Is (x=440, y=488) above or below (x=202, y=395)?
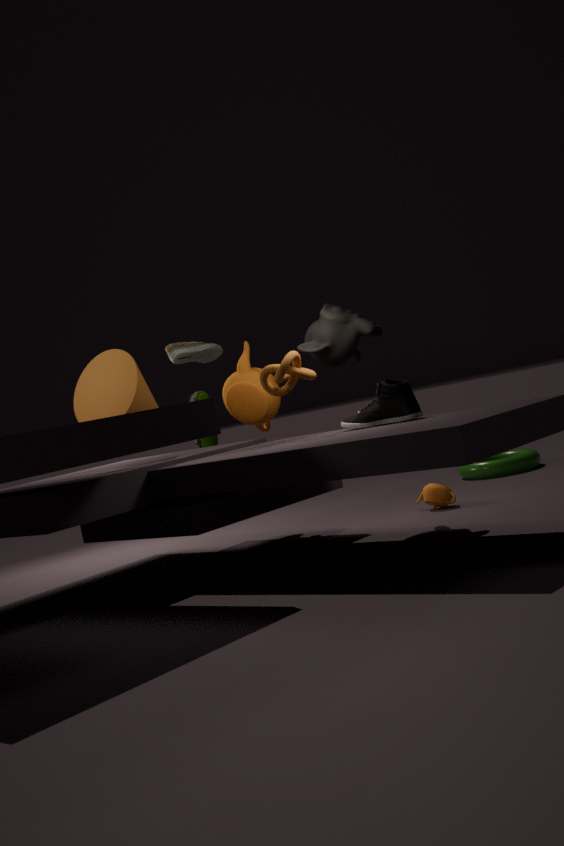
below
